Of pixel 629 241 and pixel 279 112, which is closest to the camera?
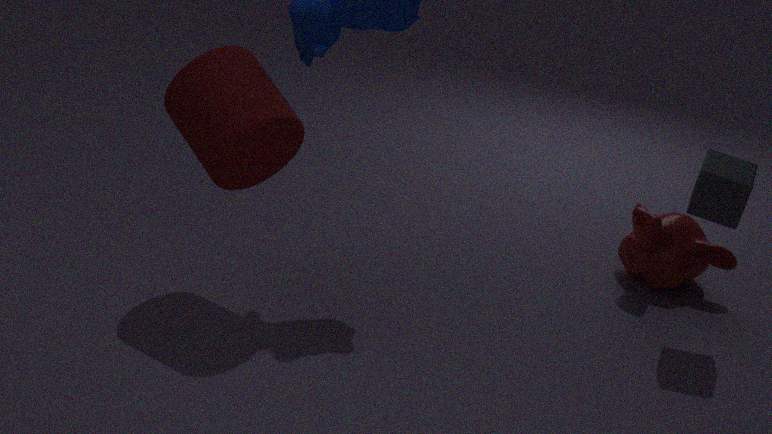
pixel 279 112
